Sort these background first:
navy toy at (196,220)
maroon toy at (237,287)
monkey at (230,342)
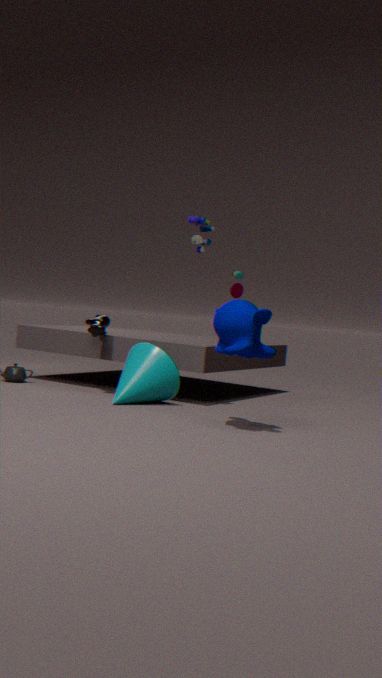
maroon toy at (237,287)
navy toy at (196,220)
monkey at (230,342)
